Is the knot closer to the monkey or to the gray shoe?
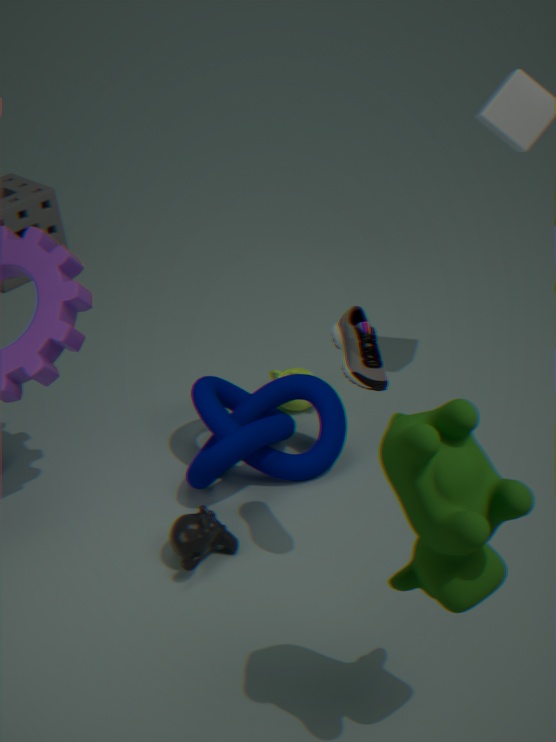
→ the monkey
